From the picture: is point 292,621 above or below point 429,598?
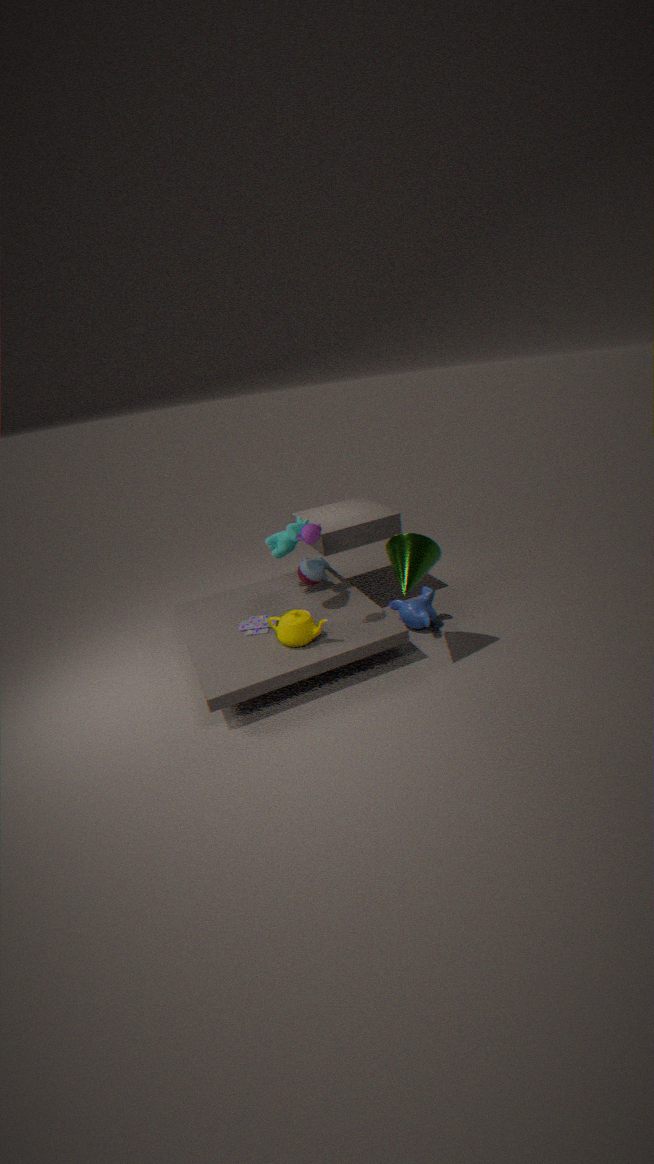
above
